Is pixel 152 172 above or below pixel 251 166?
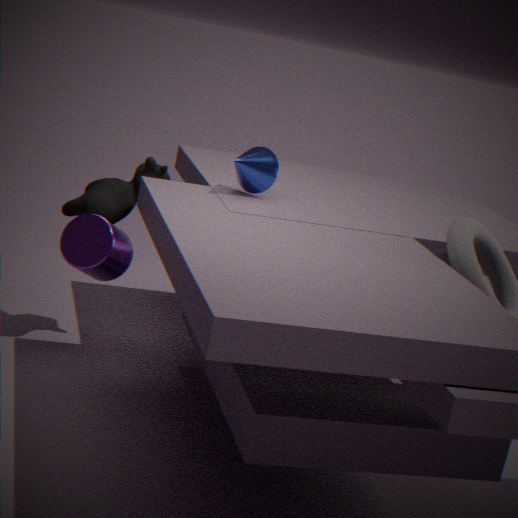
below
